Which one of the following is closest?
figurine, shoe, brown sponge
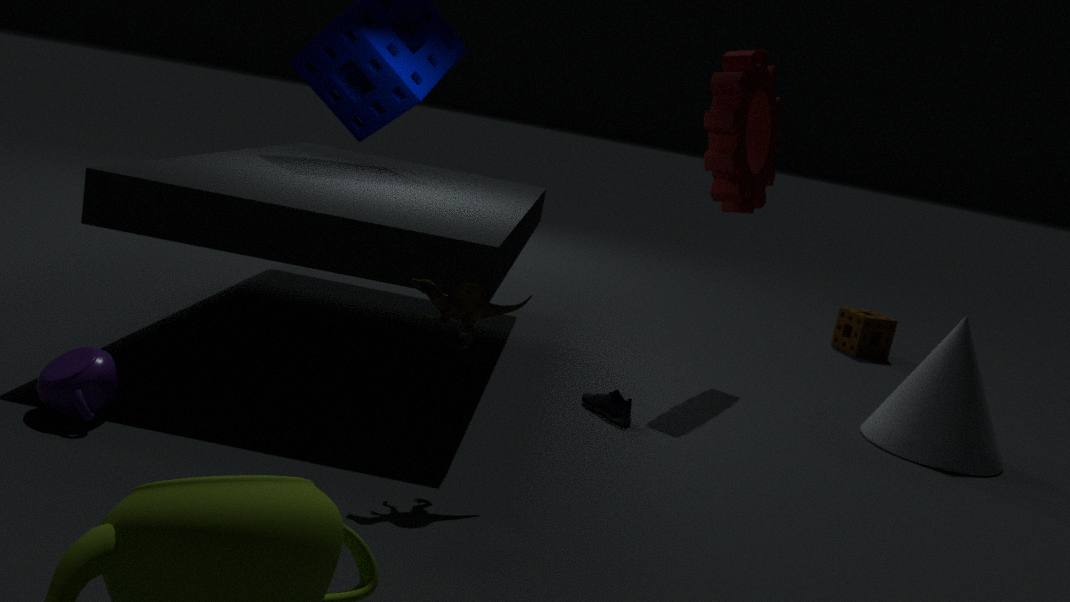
figurine
